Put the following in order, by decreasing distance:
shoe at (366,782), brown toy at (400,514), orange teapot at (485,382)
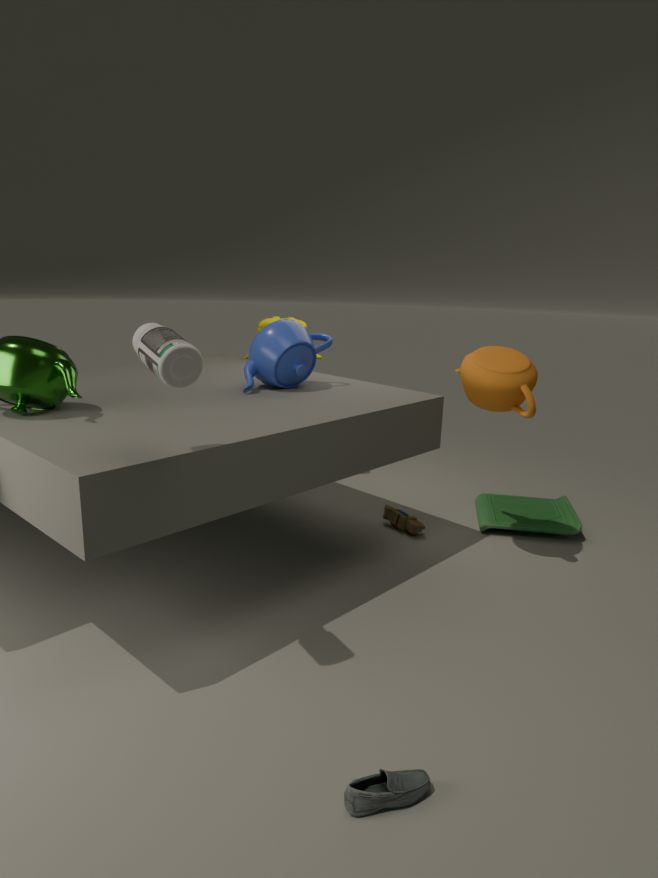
1. brown toy at (400,514)
2. orange teapot at (485,382)
3. shoe at (366,782)
